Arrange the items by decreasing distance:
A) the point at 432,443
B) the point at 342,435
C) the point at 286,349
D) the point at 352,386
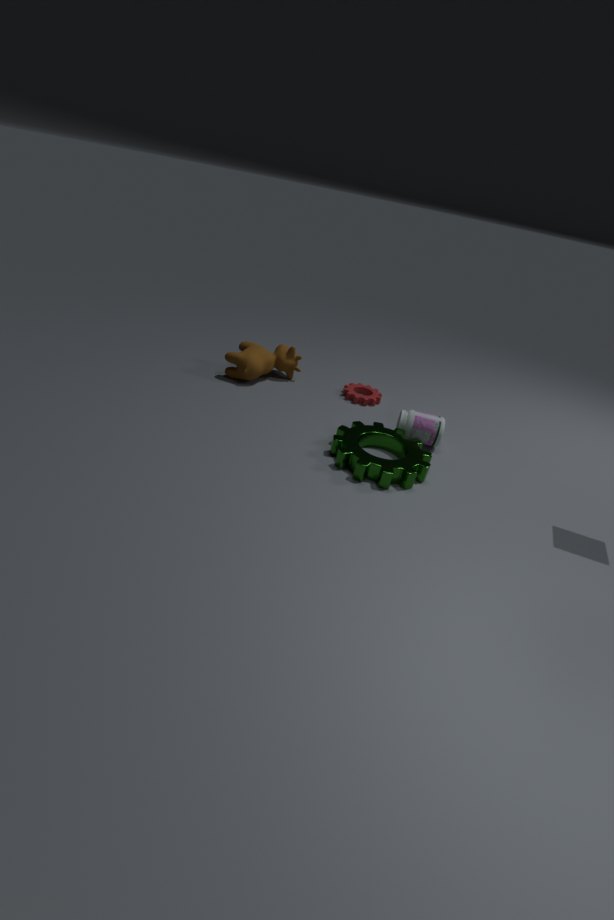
1. the point at 352,386
2. the point at 286,349
3. the point at 432,443
4. the point at 342,435
